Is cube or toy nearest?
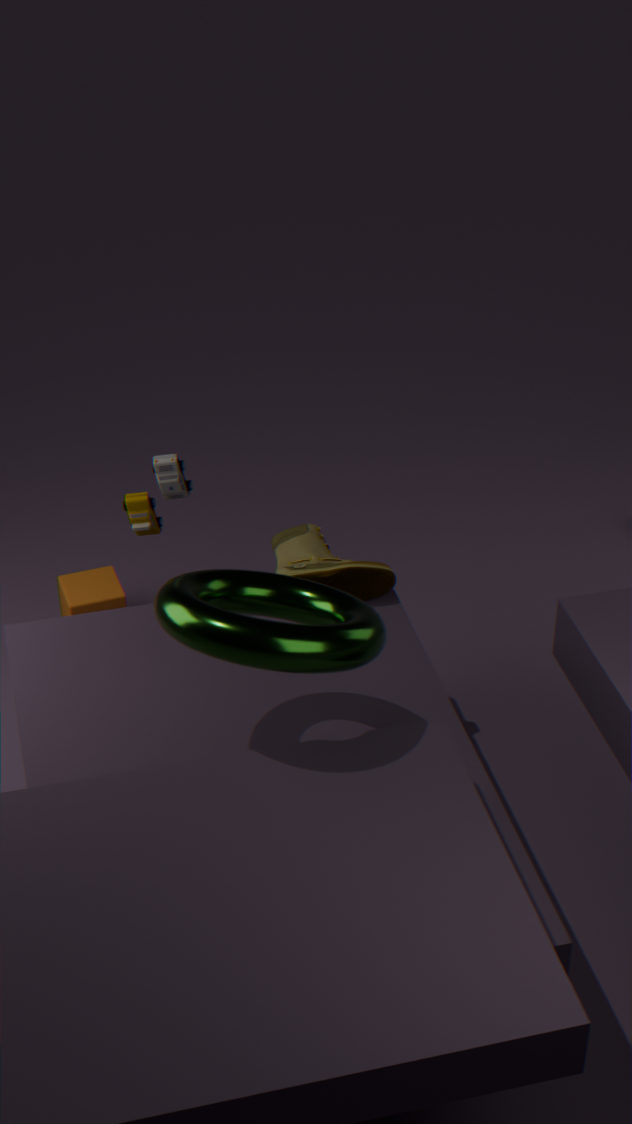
toy
